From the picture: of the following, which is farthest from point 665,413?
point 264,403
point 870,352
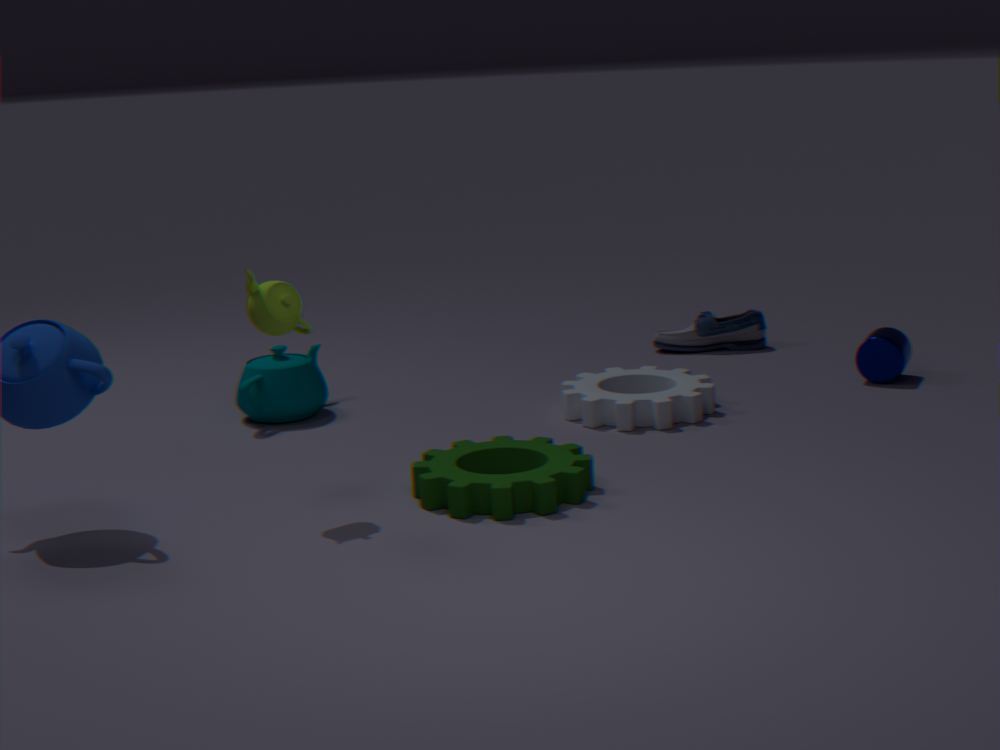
point 264,403
